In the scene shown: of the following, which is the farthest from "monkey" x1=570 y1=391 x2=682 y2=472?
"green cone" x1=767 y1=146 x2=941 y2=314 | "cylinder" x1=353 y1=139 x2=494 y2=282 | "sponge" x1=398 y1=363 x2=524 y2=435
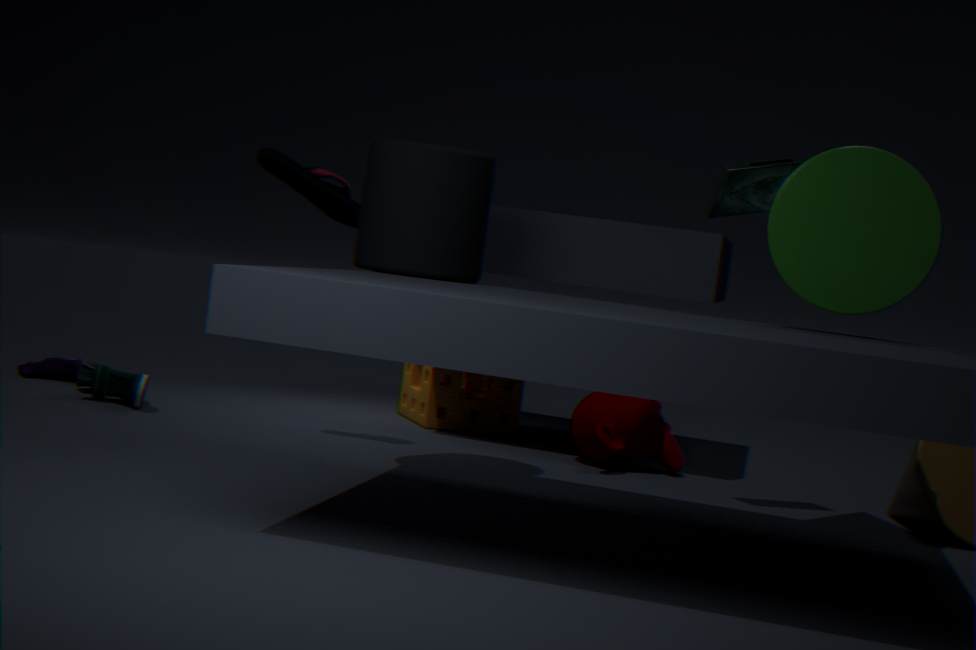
"green cone" x1=767 y1=146 x2=941 y2=314
